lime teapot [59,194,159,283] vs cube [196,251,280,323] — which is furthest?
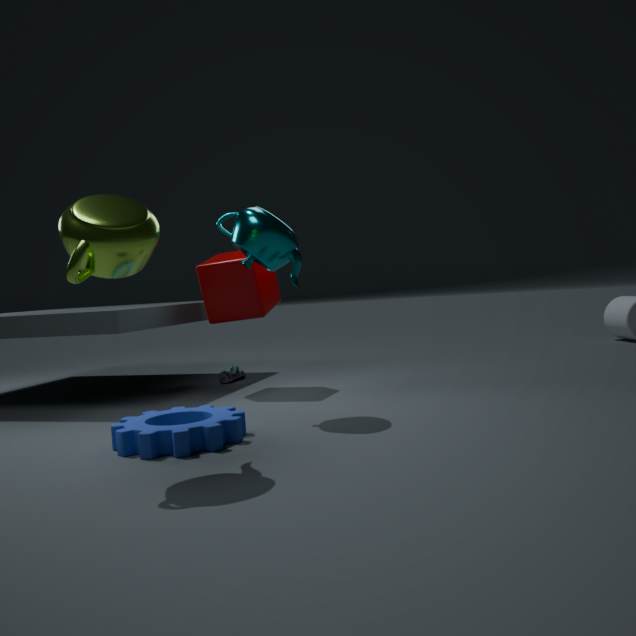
cube [196,251,280,323]
